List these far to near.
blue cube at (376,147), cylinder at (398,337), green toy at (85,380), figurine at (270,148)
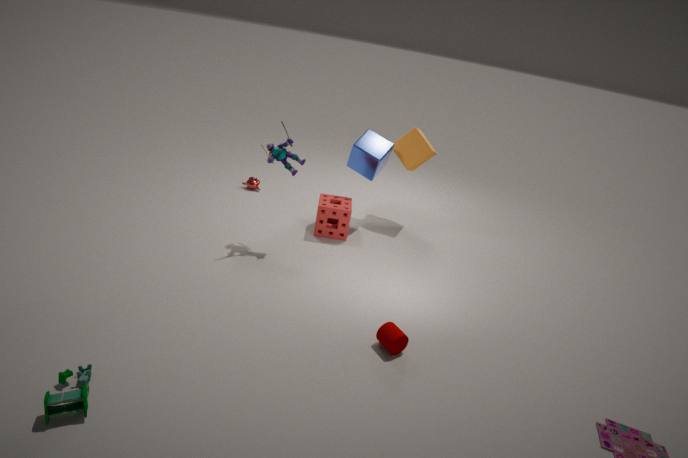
blue cube at (376,147)
figurine at (270,148)
cylinder at (398,337)
green toy at (85,380)
